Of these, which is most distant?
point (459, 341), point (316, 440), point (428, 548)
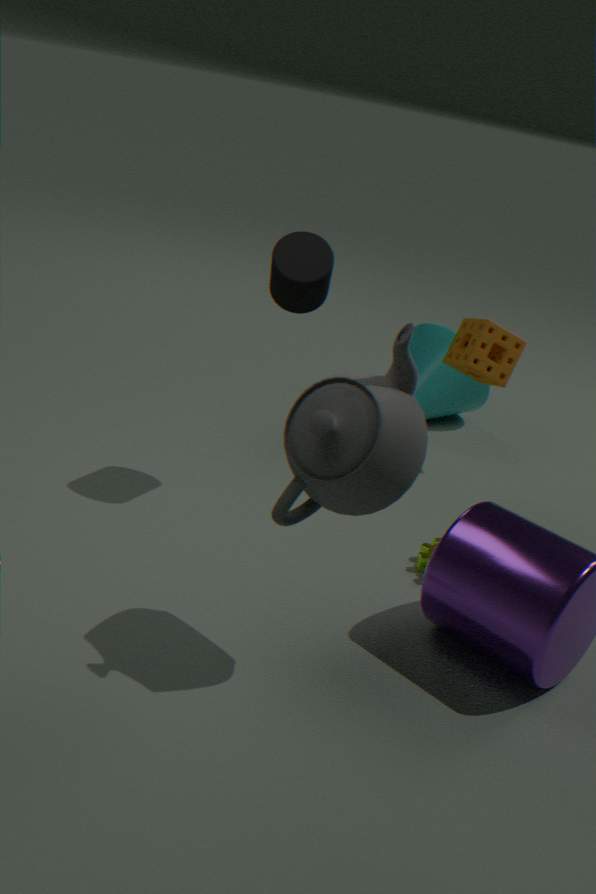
point (459, 341)
